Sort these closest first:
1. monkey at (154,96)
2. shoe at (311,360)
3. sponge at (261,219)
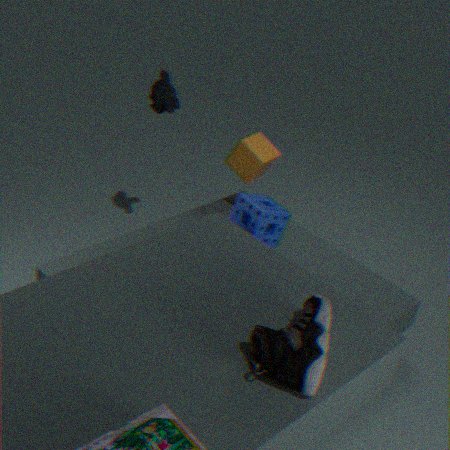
shoe at (311,360) → sponge at (261,219) → monkey at (154,96)
